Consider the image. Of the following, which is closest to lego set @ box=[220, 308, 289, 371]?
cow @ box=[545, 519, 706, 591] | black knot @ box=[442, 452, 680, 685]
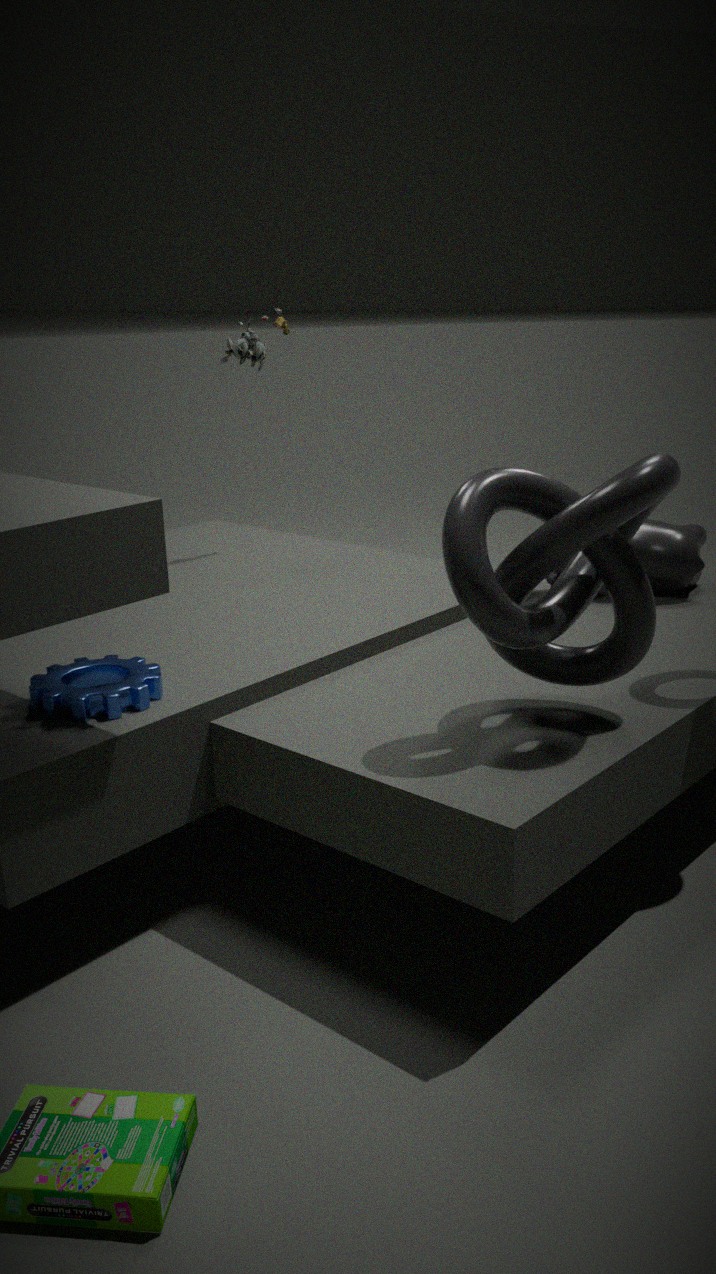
cow @ box=[545, 519, 706, 591]
